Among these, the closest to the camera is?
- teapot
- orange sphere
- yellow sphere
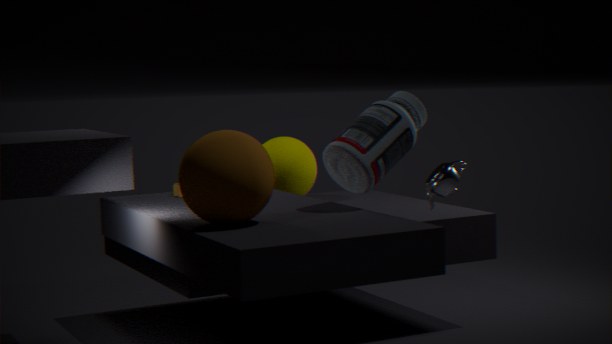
orange sphere
